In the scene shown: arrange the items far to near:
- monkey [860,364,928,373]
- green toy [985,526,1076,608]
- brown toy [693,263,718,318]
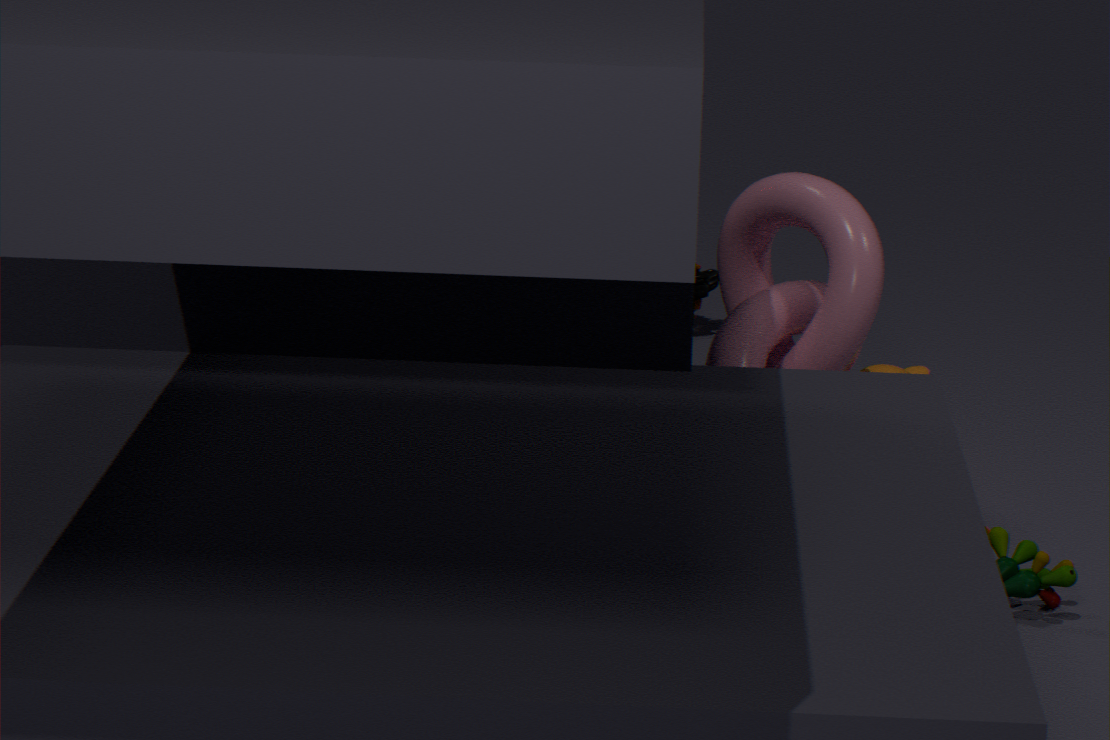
brown toy [693,263,718,318], monkey [860,364,928,373], green toy [985,526,1076,608]
